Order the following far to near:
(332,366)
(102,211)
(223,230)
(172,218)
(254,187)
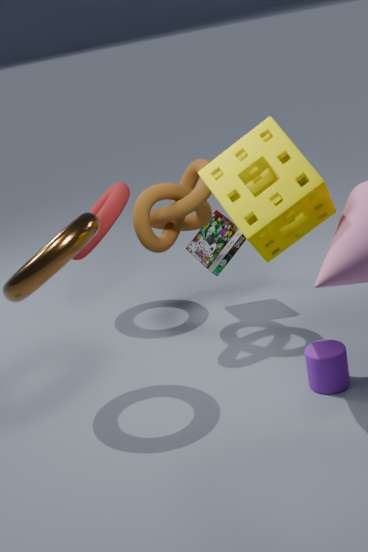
1. (223,230)
2. (102,211)
3. (172,218)
4. (332,366)
5. (254,187)
